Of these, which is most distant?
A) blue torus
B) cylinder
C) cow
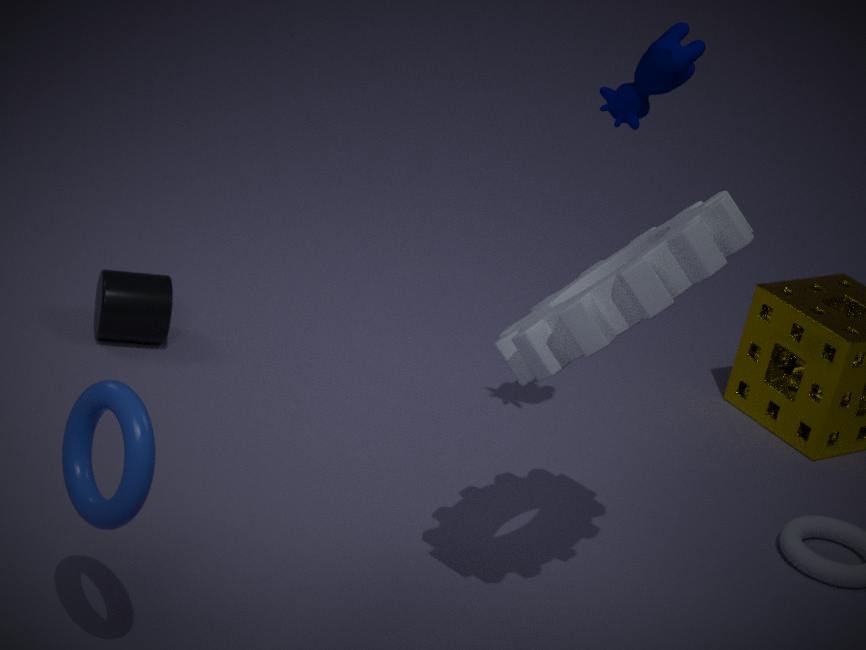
cylinder
